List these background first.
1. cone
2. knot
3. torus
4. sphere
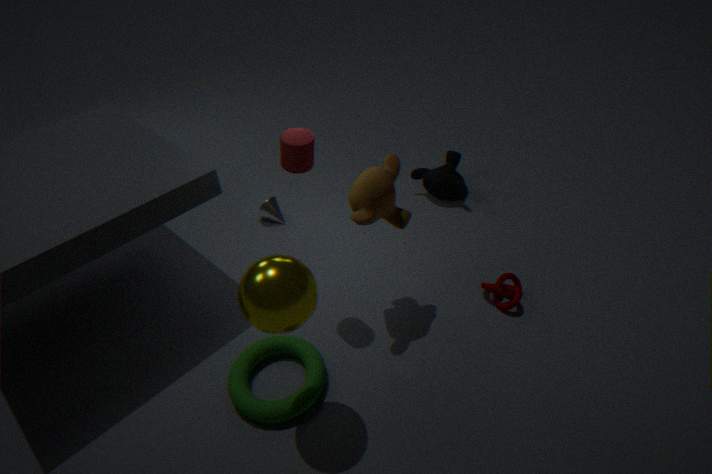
cone
knot
torus
sphere
